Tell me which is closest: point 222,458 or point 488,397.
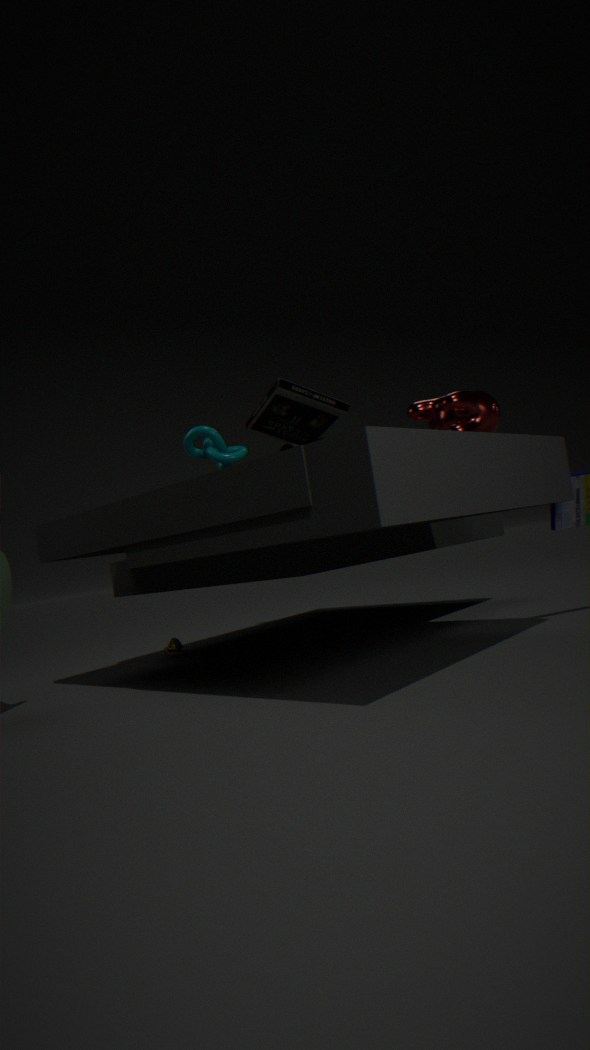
point 488,397
